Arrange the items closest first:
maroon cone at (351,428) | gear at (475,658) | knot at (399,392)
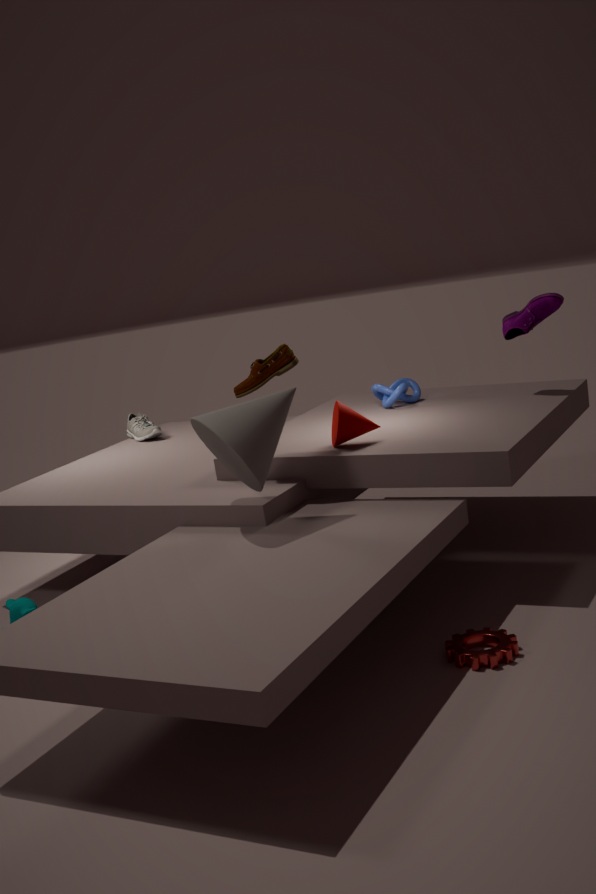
gear at (475,658) → maroon cone at (351,428) → knot at (399,392)
